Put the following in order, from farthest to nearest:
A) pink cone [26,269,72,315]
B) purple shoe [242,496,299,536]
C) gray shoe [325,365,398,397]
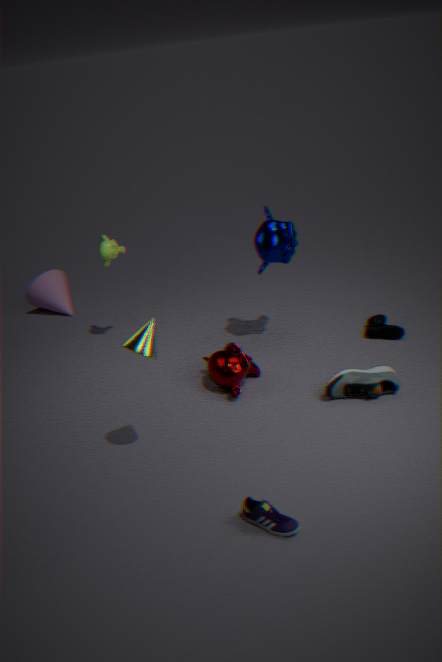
A. pink cone [26,269,72,315]
C. gray shoe [325,365,398,397]
B. purple shoe [242,496,299,536]
